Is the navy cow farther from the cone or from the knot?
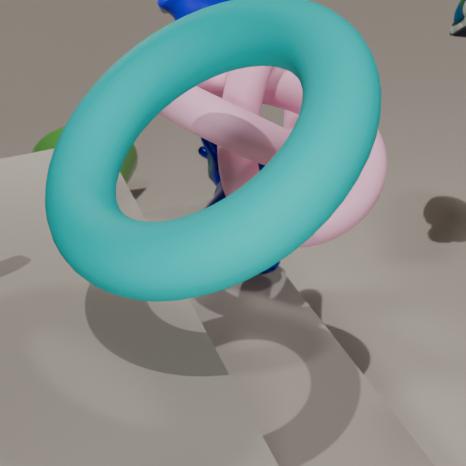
the cone
